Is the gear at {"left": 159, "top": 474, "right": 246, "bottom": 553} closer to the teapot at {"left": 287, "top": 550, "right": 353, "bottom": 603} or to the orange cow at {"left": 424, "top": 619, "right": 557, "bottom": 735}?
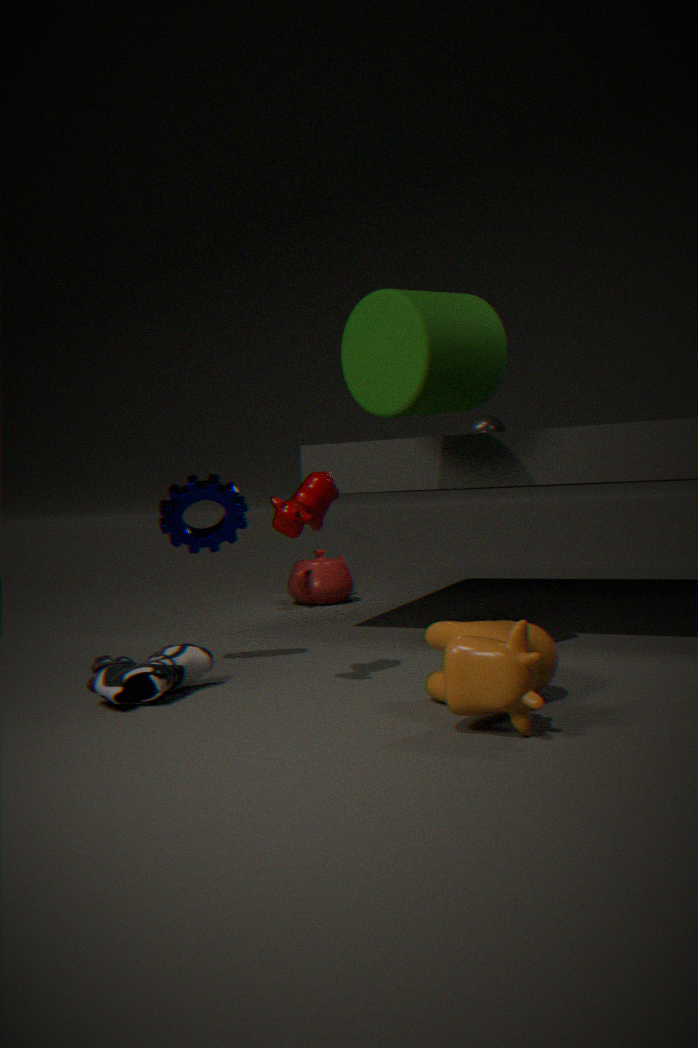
the orange cow at {"left": 424, "top": 619, "right": 557, "bottom": 735}
